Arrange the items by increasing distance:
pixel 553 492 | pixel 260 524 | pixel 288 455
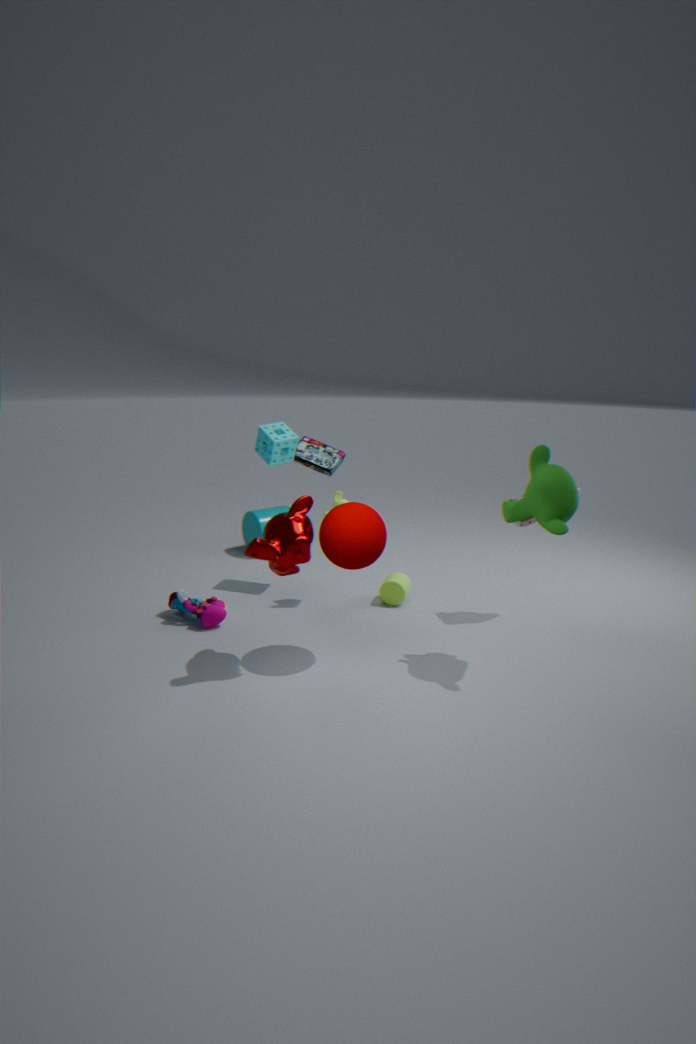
pixel 553 492 < pixel 288 455 < pixel 260 524
